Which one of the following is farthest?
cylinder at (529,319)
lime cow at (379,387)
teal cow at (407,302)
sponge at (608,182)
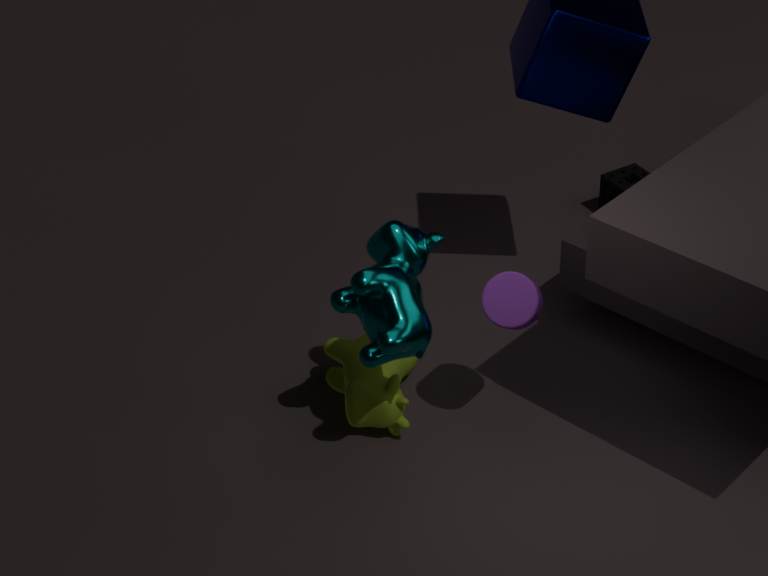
sponge at (608,182)
